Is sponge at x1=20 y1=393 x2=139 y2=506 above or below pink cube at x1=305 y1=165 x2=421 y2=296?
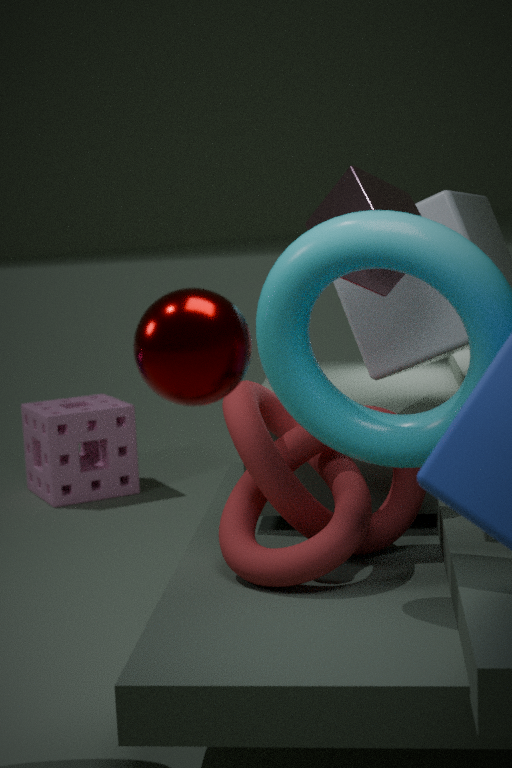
below
